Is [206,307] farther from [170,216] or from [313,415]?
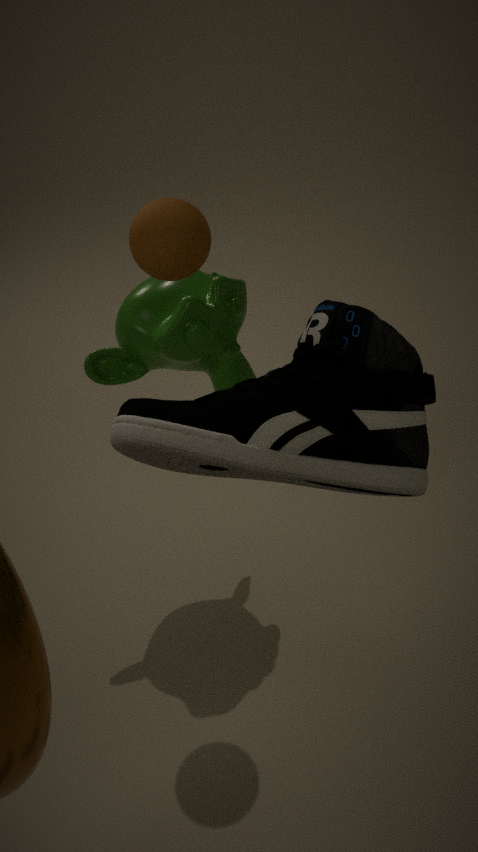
[313,415]
